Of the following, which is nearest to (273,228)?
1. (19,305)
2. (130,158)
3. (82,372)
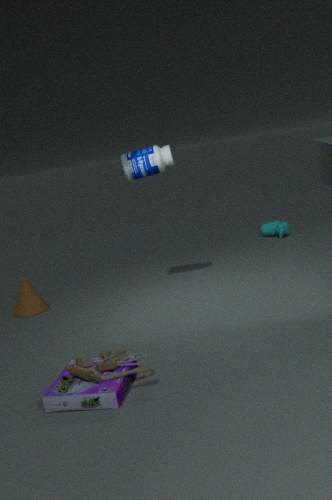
(130,158)
